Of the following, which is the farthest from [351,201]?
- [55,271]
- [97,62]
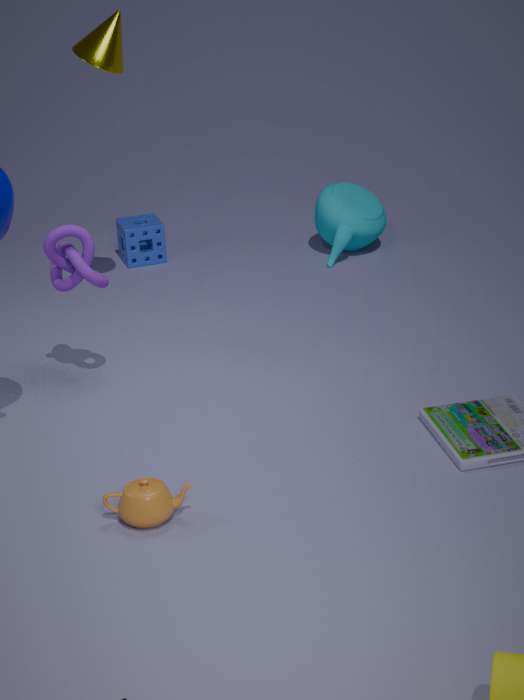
[55,271]
